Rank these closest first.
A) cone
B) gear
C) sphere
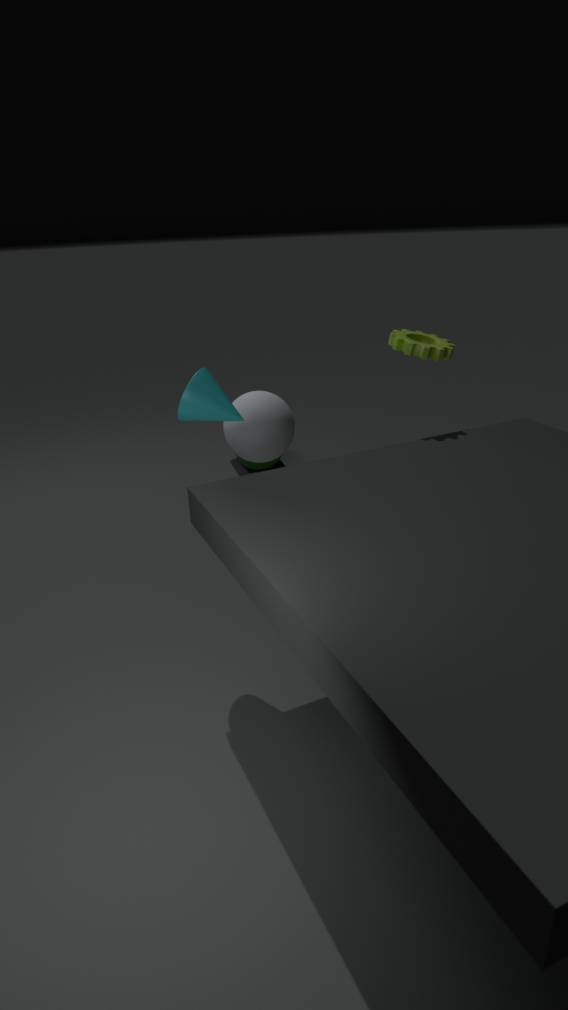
cone < gear < sphere
